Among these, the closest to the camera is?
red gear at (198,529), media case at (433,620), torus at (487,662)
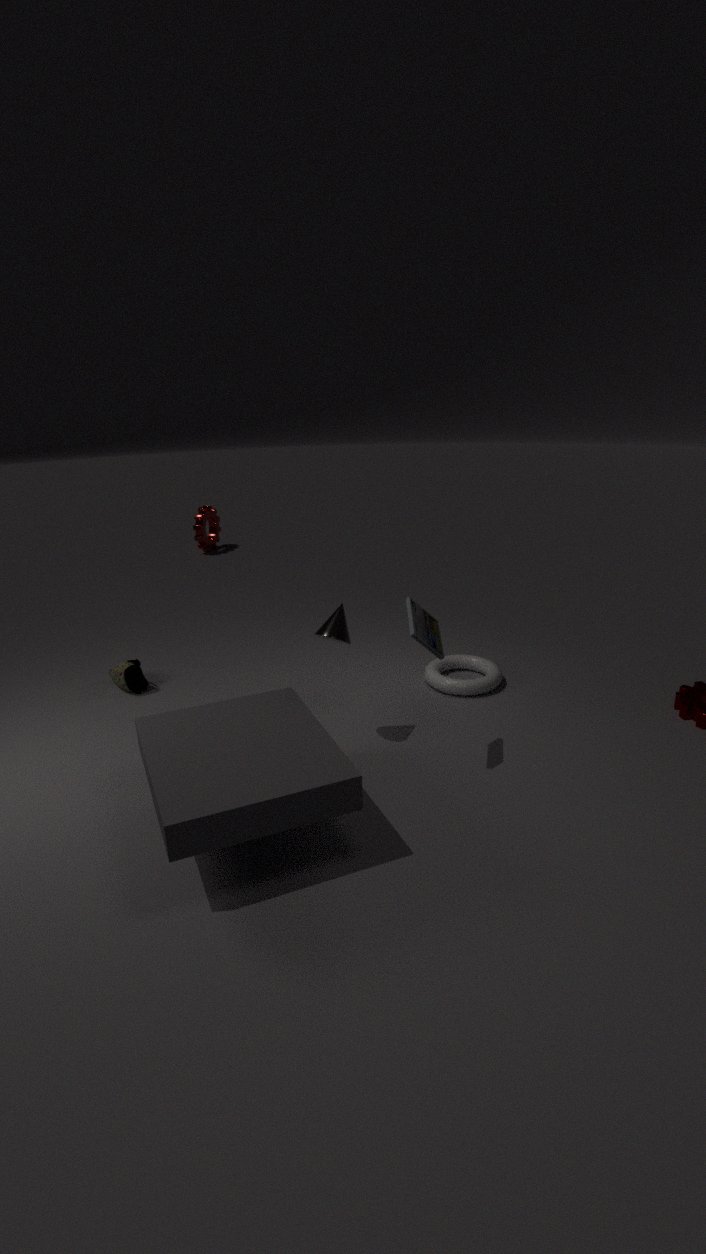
media case at (433,620)
